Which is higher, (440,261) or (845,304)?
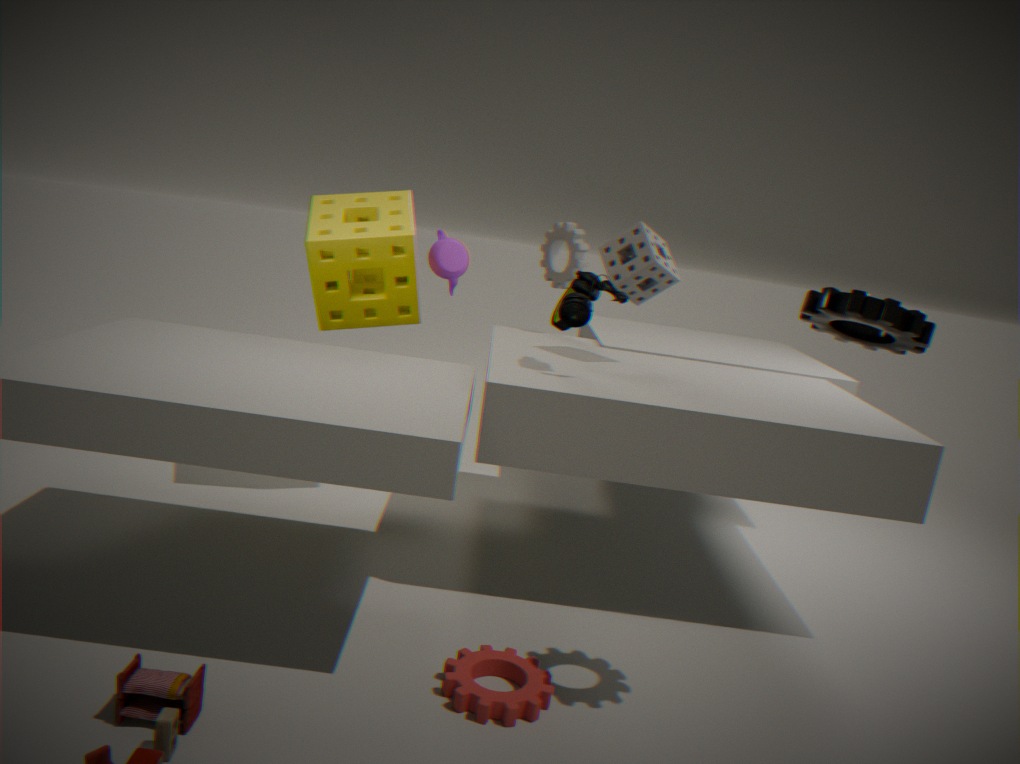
(845,304)
